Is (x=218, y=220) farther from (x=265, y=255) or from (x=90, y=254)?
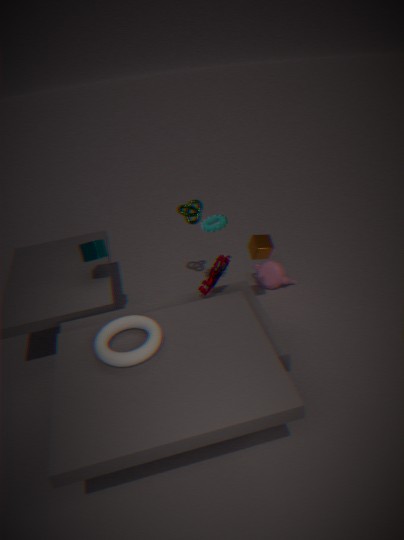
(x=90, y=254)
